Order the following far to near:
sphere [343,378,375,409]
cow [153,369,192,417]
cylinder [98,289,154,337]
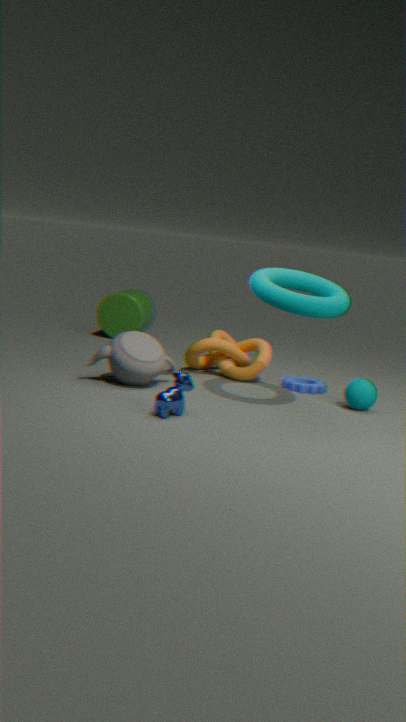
cylinder [98,289,154,337] < sphere [343,378,375,409] < cow [153,369,192,417]
